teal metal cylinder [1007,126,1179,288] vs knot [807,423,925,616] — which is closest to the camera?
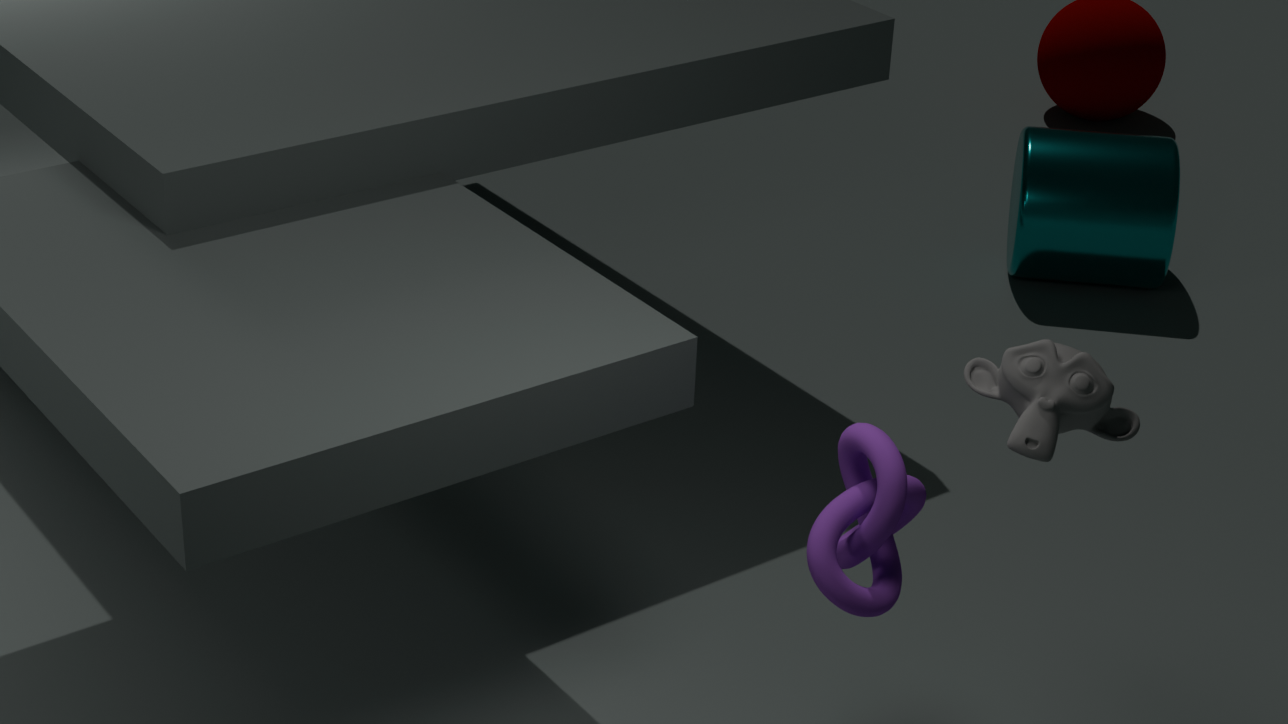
knot [807,423,925,616]
